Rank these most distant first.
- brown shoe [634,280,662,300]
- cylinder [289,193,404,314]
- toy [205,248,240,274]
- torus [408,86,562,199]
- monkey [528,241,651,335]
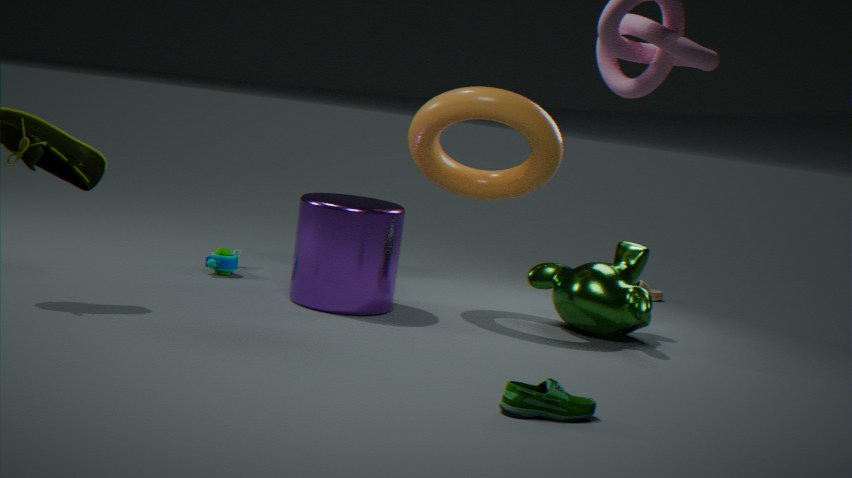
brown shoe [634,280,662,300], toy [205,248,240,274], monkey [528,241,651,335], torus [408,86,562,199], cylinder [289,193,404,314]
